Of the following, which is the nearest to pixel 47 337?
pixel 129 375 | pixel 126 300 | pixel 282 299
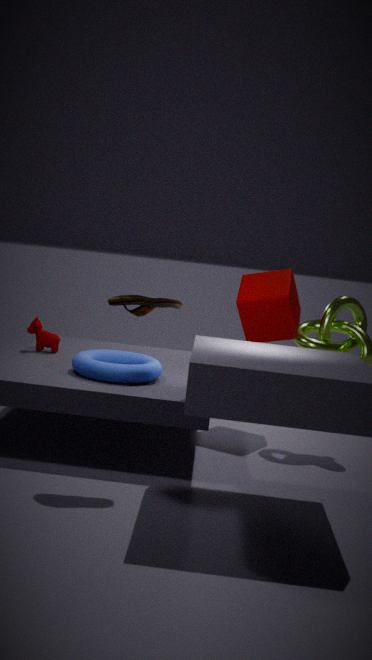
pixel 129 375
